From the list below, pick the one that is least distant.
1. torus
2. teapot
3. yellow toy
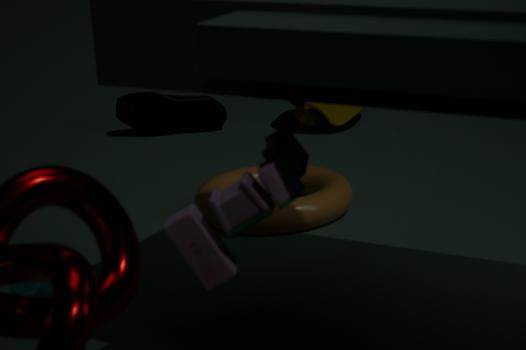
teapot
